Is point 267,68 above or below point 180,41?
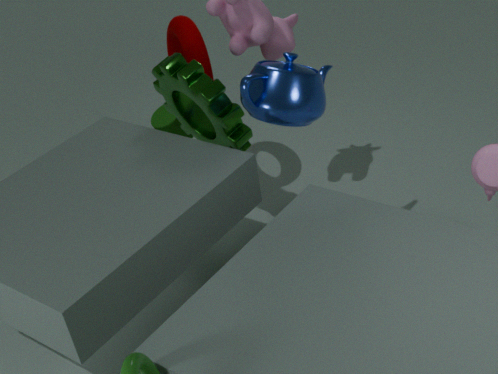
above
